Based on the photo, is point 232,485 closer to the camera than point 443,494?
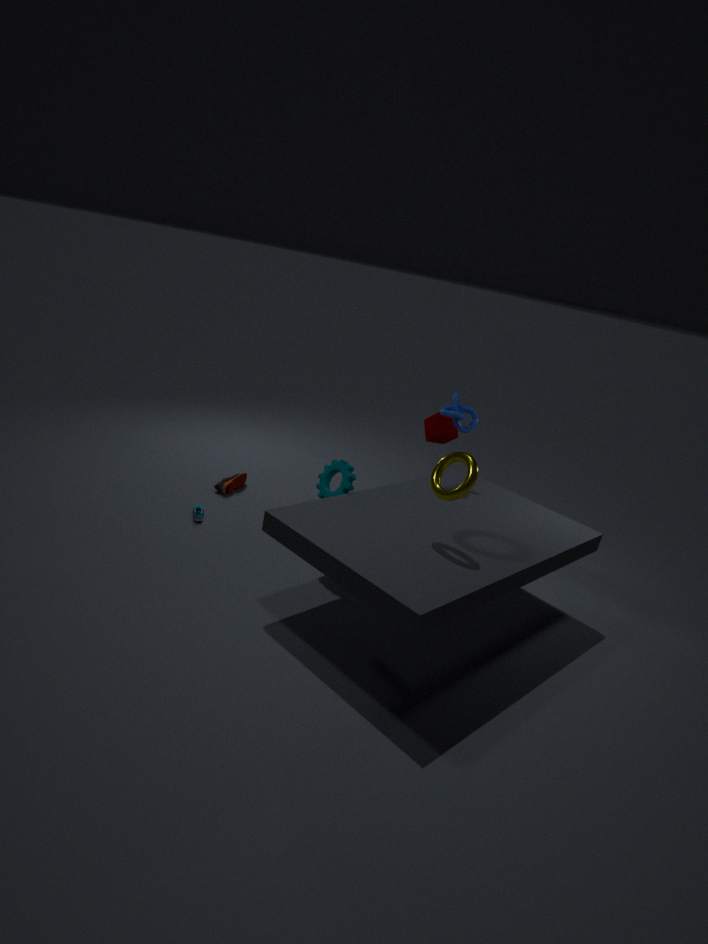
No
